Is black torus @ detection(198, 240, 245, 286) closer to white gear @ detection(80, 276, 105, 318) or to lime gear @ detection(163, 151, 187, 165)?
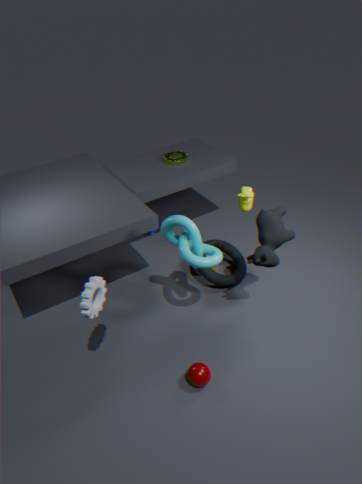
lime gear @ detection(163, 151, 187, 165)
